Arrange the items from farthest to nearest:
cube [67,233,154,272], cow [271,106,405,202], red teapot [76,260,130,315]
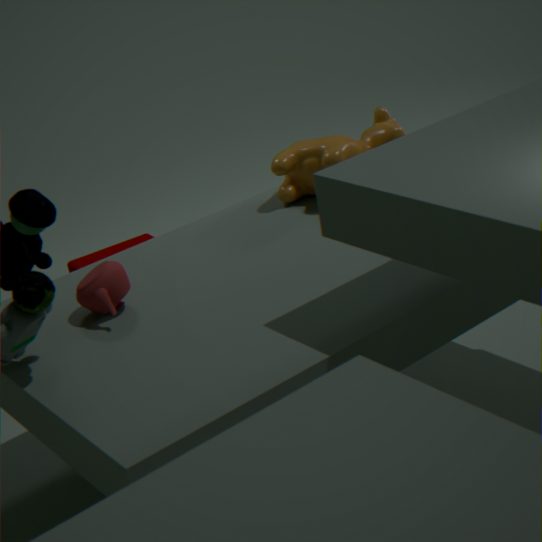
cube [67,233,154,272]
cow [271,106,405,202]
red teapot [76,260,130,315]
